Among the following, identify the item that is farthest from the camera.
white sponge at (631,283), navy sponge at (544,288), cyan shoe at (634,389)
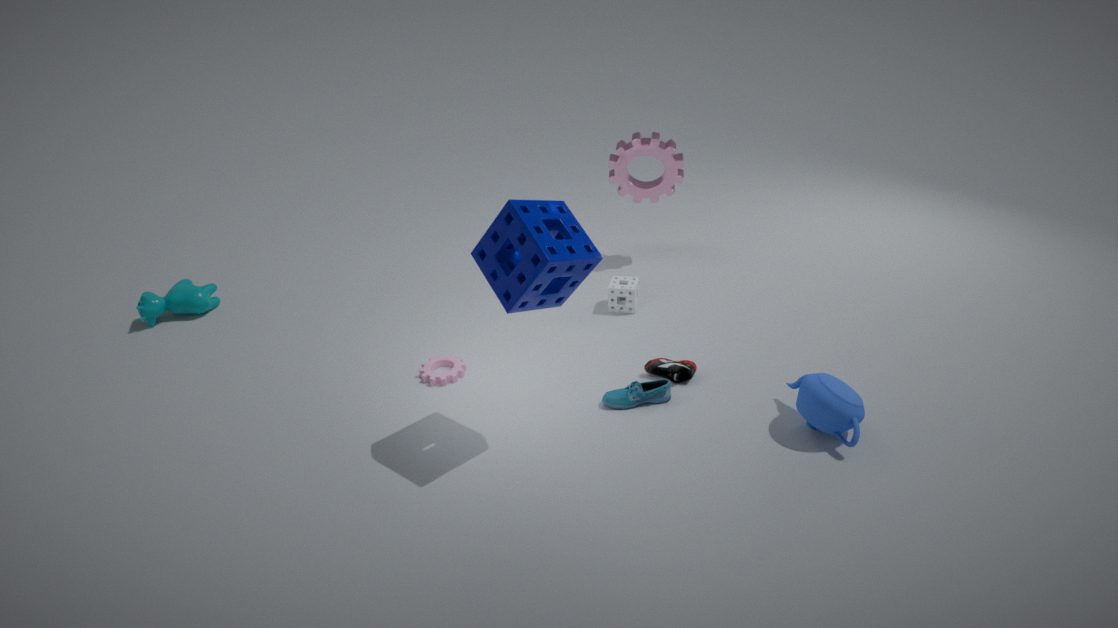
white sponge at (631,283)
